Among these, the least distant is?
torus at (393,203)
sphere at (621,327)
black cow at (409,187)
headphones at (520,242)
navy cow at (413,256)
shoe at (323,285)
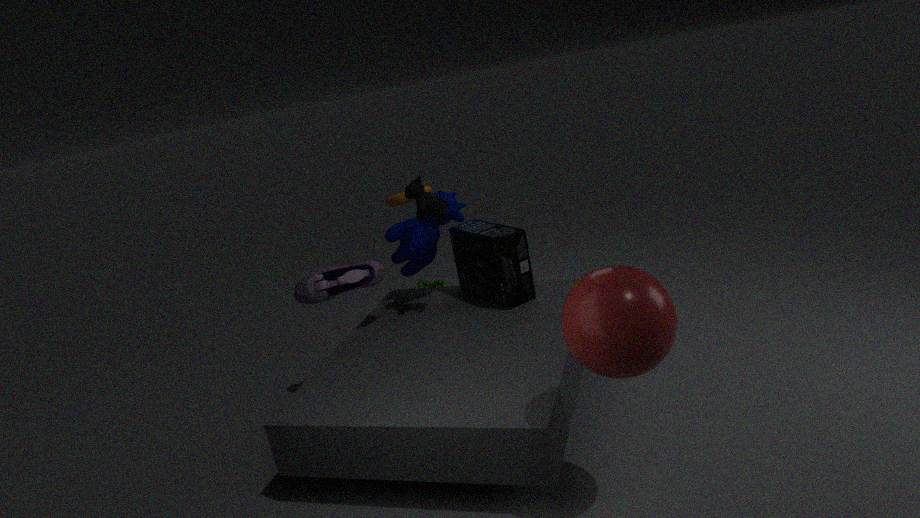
sphere at (621,327)
